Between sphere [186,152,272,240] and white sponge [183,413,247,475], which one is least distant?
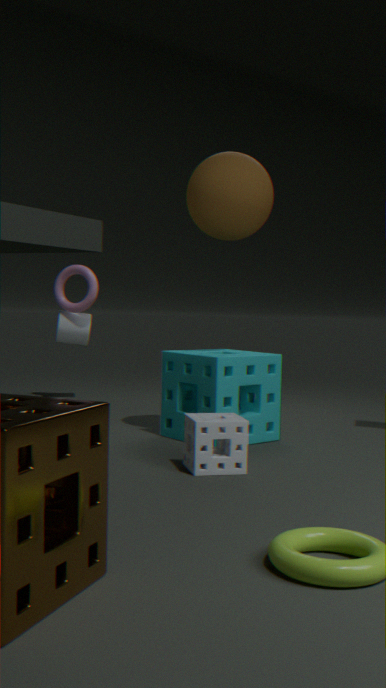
white sponge [183,413,247,475]
